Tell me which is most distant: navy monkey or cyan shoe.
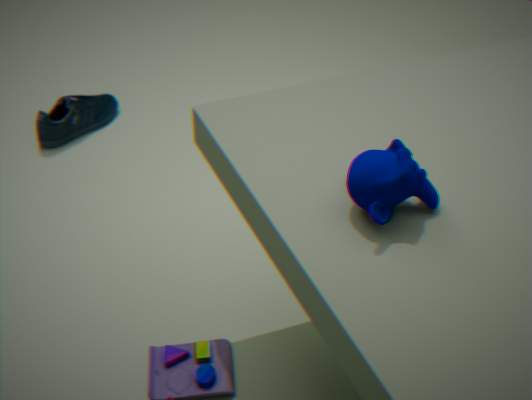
cyan shoe
